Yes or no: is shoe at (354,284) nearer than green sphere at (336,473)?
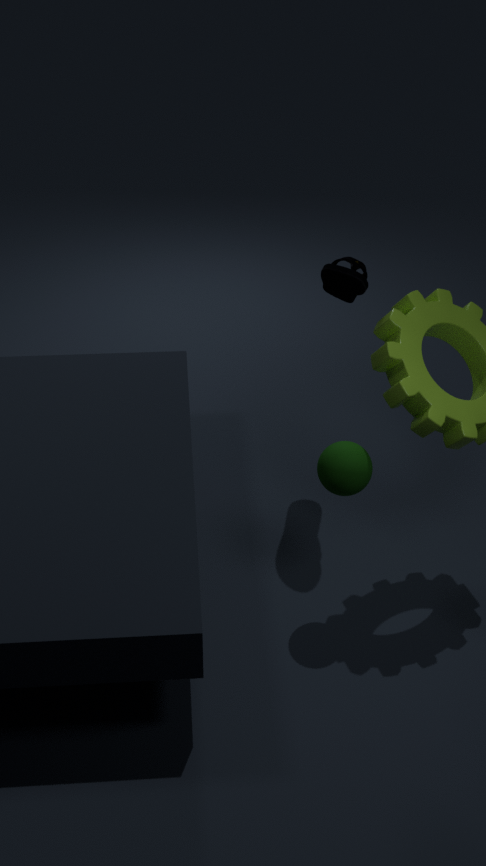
No
